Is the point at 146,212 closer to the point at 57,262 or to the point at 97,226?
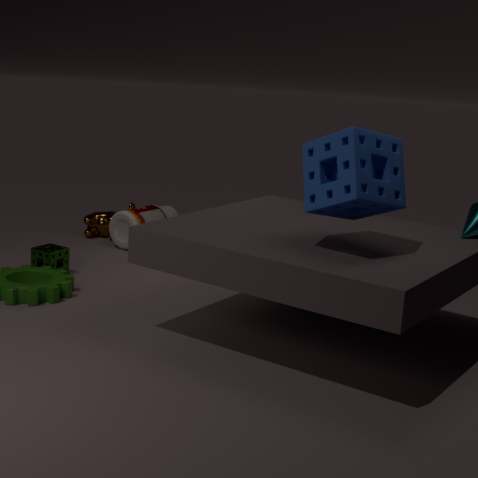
the point at 97,226
